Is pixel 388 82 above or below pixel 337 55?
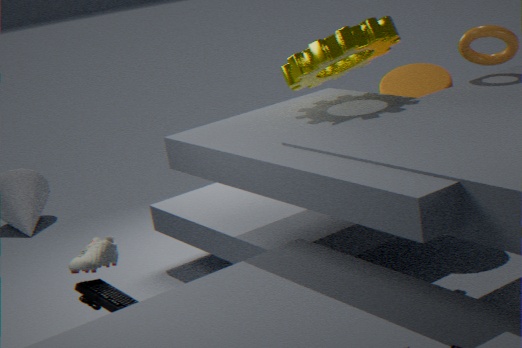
below
